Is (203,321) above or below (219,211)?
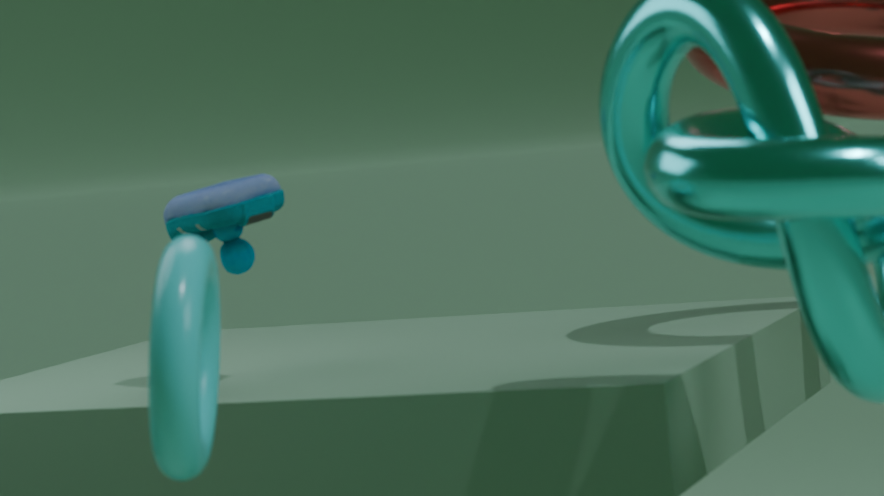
A: below
